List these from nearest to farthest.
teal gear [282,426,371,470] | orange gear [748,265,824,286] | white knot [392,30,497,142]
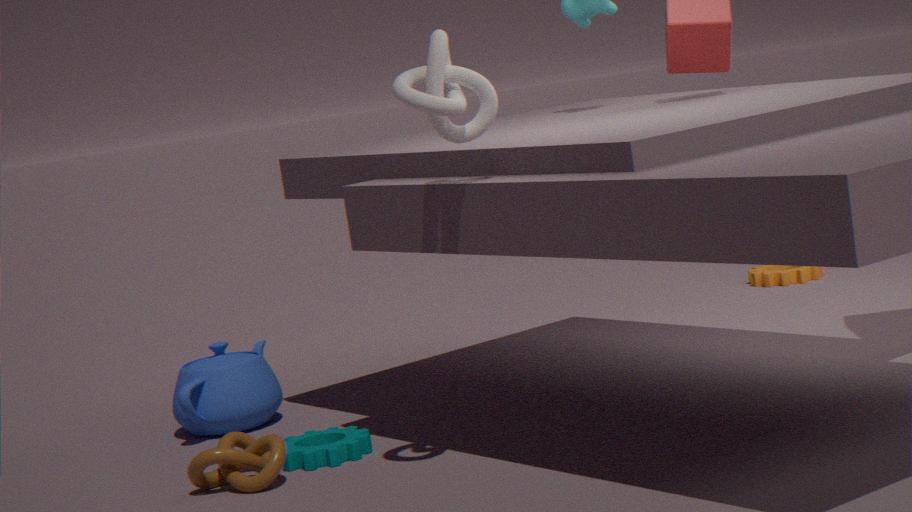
white knot [392,30,497,142] → teal gear [282,426,371,470] → orange gear [748,265,824,286]
